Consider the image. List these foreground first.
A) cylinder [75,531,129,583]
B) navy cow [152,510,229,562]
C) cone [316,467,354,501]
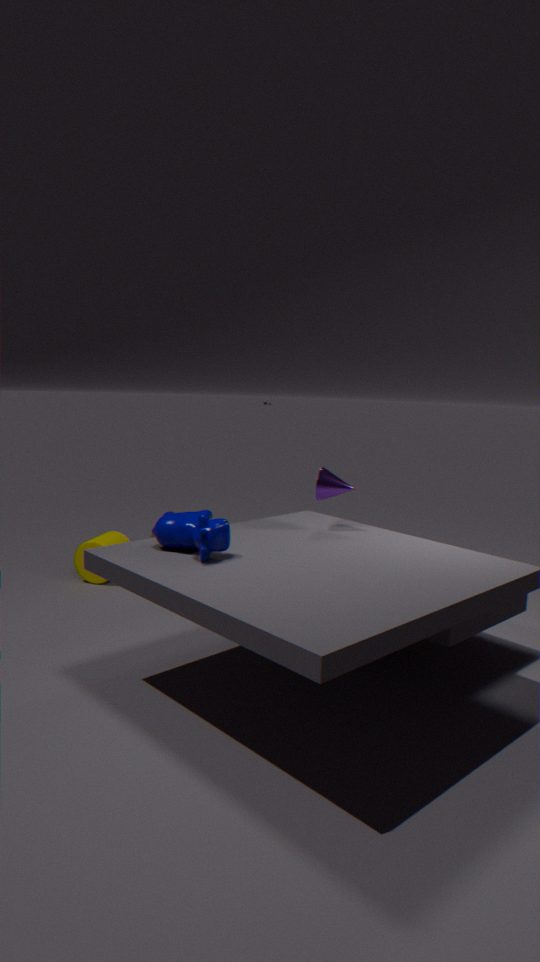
navy cow [152,510,229,562] → cone [316,467,354,501] → cylinder [75,531,129,583]
